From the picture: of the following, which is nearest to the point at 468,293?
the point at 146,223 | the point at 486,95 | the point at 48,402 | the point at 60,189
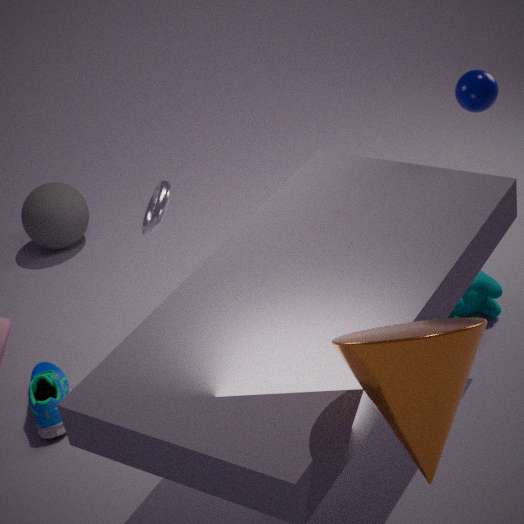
the point at 486,95
